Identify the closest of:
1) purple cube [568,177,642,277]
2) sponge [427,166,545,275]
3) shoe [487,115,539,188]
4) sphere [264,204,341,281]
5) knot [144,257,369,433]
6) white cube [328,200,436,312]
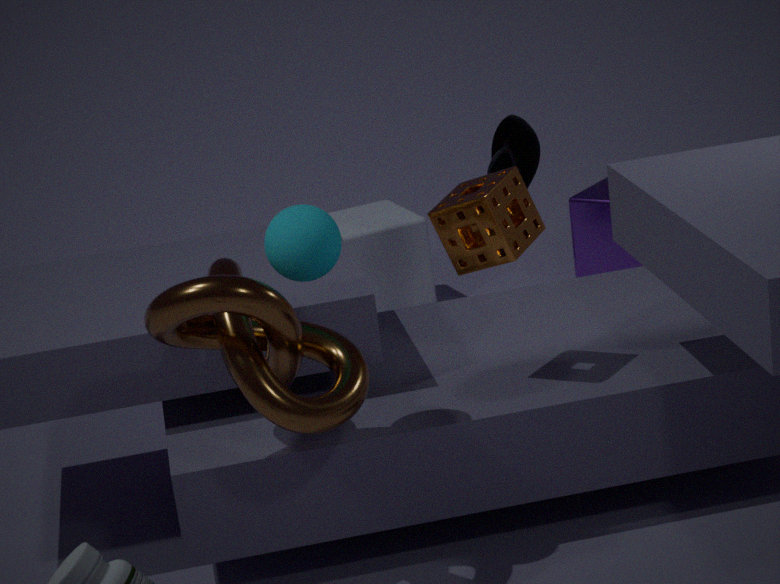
5. knot [144,257,369,433]
